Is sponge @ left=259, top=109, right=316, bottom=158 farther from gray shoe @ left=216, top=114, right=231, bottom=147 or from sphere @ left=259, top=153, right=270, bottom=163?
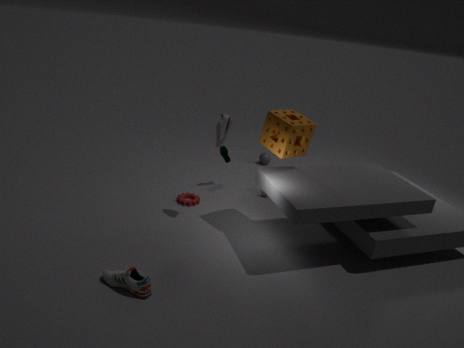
sphere @ left=259, top=153, right=270, bottom=163
